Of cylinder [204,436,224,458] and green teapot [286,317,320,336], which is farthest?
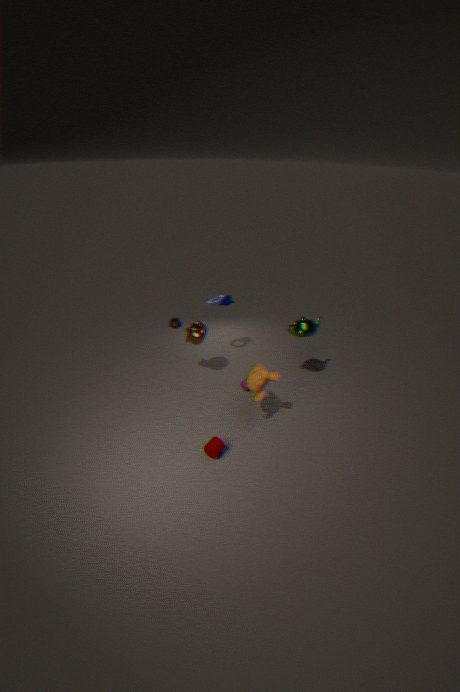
green teapot [286,317,320,336]
